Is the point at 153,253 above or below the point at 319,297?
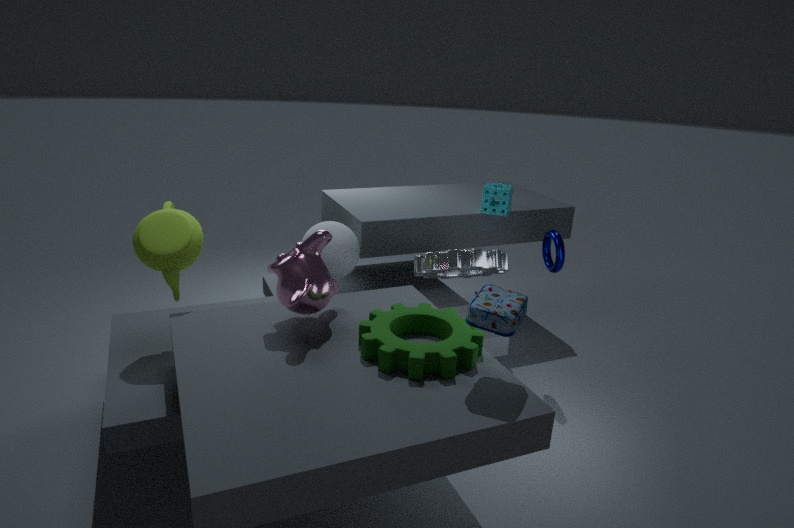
above
